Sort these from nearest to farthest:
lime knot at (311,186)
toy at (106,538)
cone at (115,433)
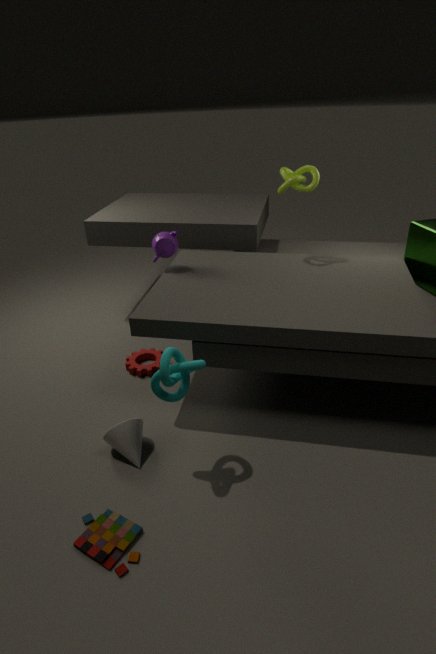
toy at (106,538) < cone at (115,433) < lime knot at (311,186)
